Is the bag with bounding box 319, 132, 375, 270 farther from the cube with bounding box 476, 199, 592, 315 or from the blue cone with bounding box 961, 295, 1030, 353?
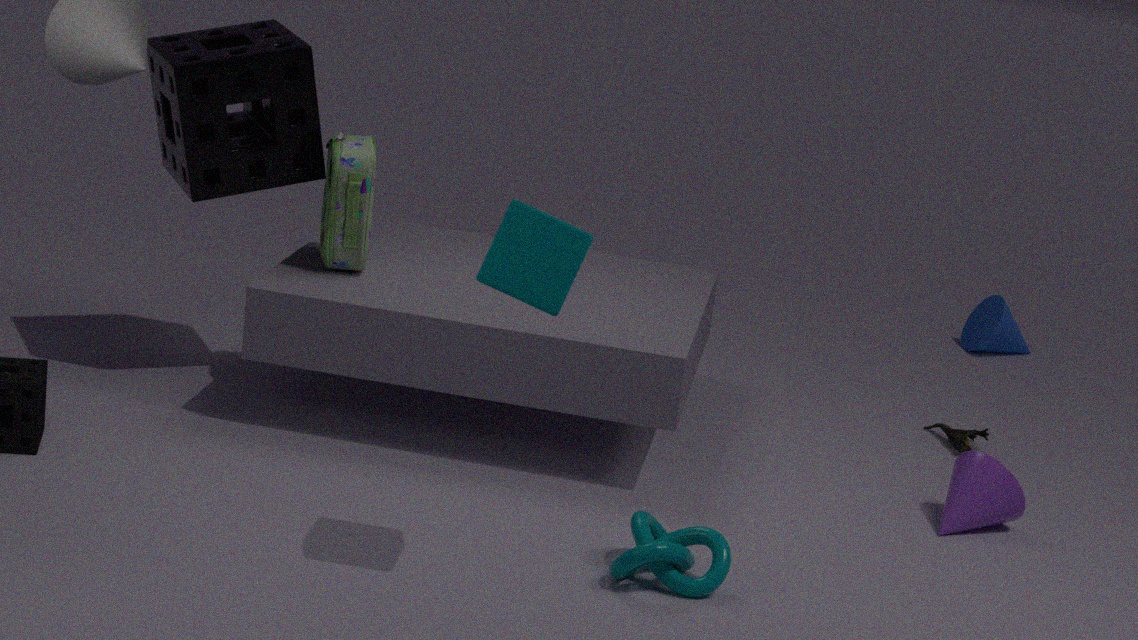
the blue cone with bounding box 961, 295, 1030, 353
